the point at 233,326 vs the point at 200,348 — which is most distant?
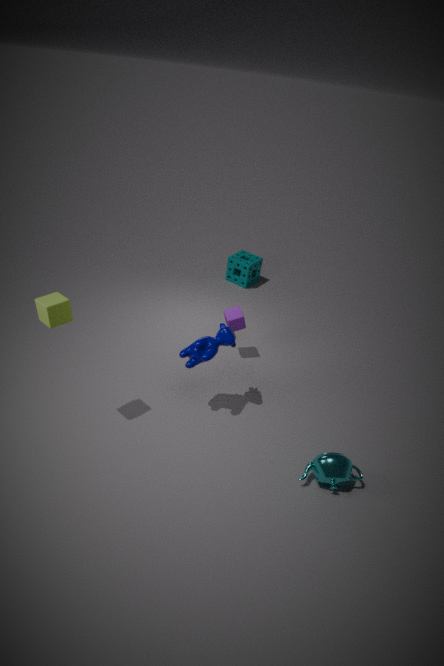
the point at 233,326
